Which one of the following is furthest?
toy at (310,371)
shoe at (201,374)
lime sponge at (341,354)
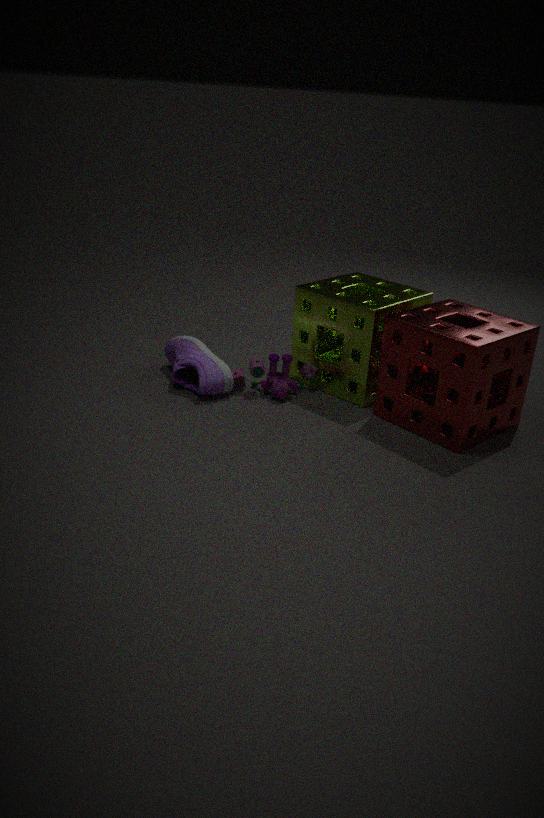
toy at (310,371)
